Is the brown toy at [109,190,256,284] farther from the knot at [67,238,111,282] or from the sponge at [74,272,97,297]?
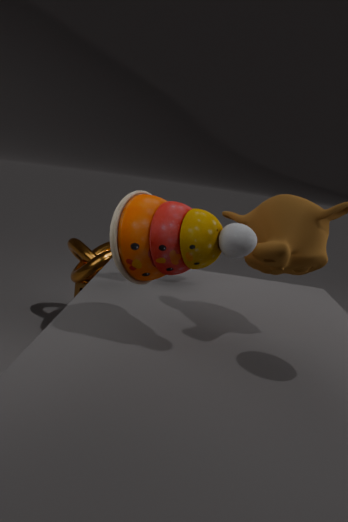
the sponge at [74,272,97,297]
